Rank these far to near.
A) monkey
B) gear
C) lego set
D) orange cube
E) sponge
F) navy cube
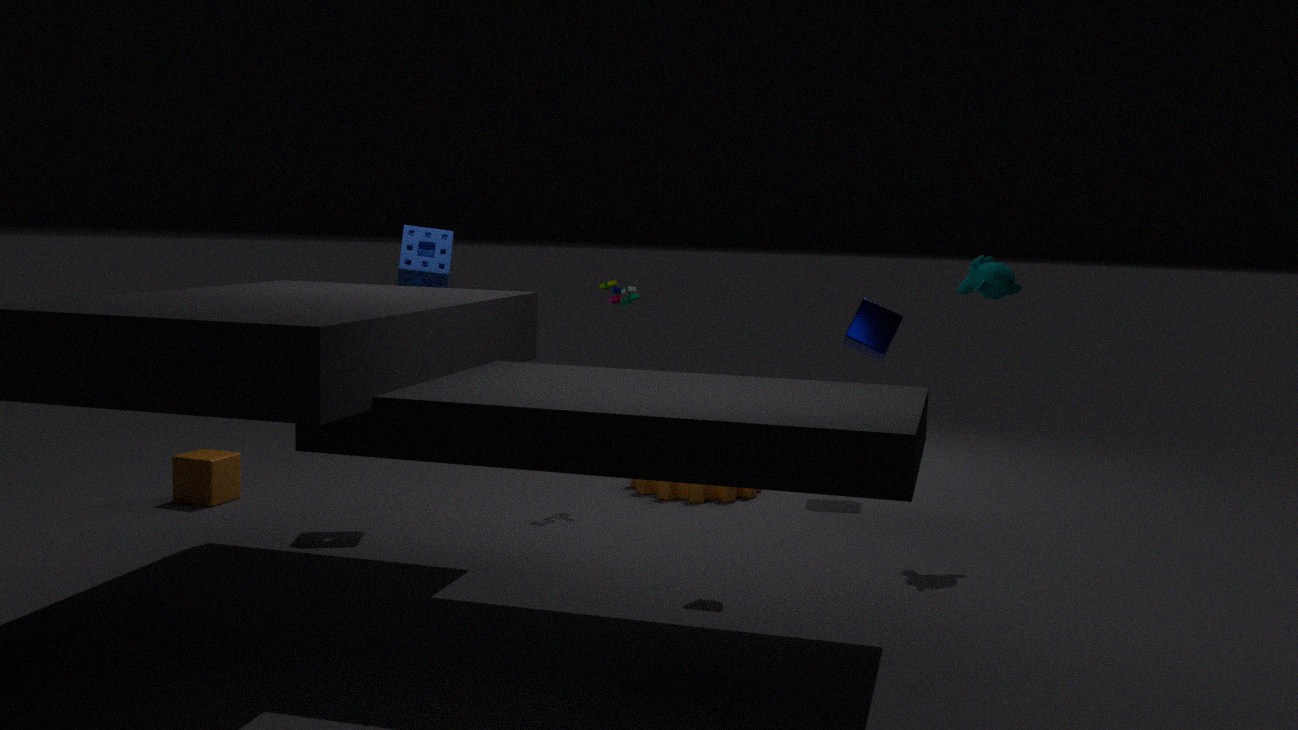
navy cube < gear < lego set < orange cube < sponge < monkey
